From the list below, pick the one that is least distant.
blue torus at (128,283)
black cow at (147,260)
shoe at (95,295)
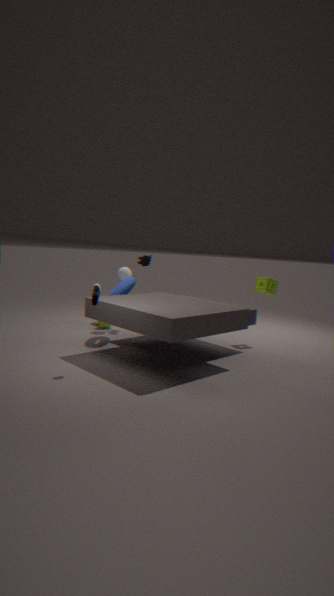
shoe at (95,295)
